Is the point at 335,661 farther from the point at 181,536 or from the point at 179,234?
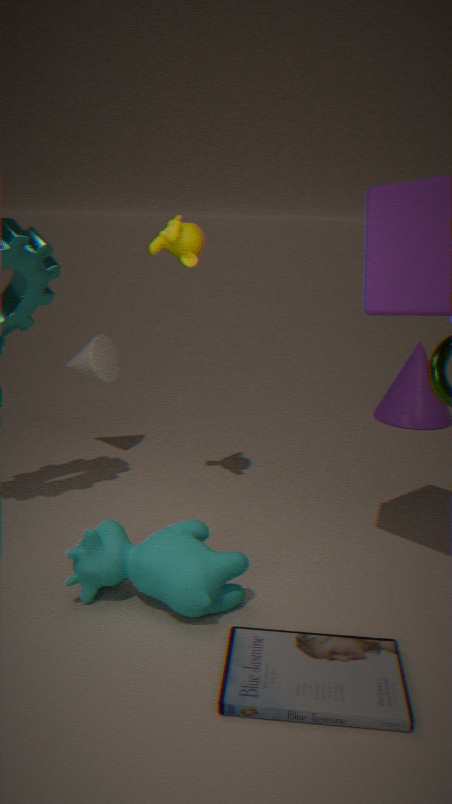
the point at 179,234
